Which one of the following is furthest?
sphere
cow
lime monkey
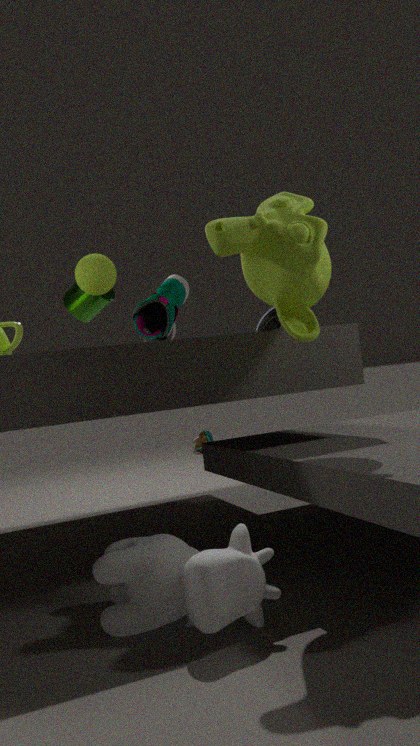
sphere
